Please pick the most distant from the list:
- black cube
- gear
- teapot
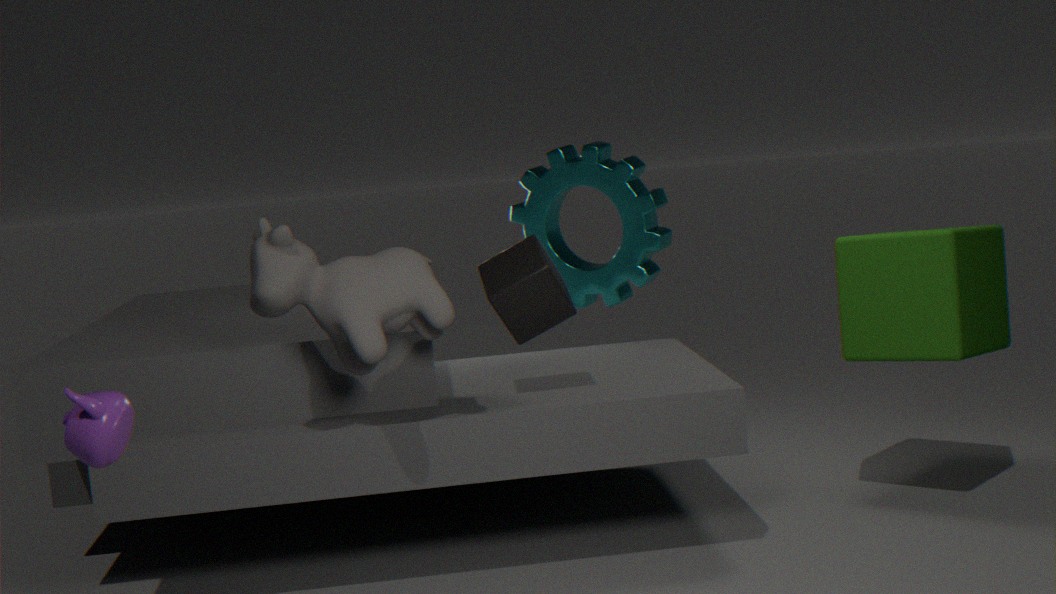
gear
